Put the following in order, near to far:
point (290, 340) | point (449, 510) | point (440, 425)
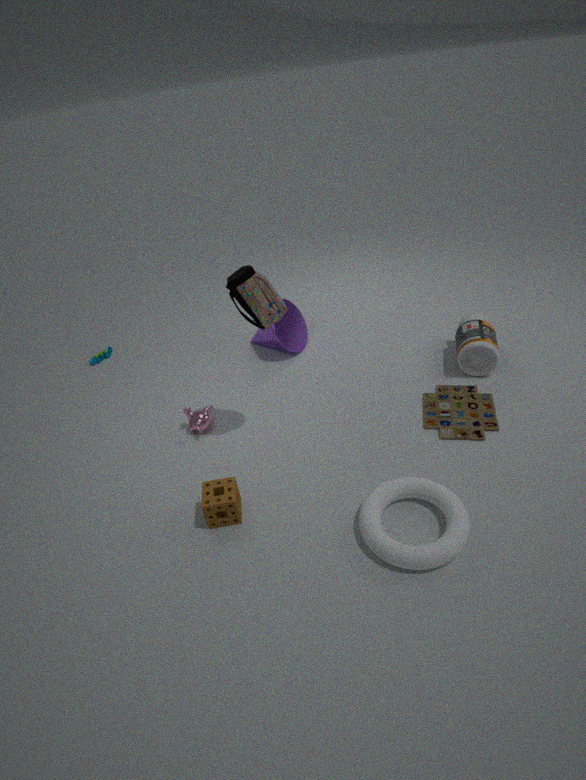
point (449, 510), point (440, 425), point (290, 340)
